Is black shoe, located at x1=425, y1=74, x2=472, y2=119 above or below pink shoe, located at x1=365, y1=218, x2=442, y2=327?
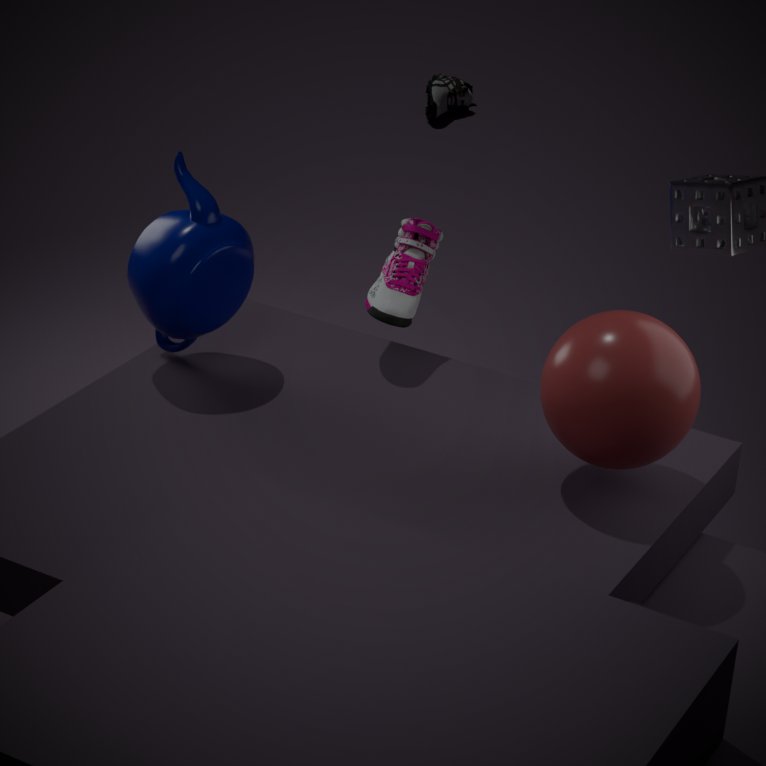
below
